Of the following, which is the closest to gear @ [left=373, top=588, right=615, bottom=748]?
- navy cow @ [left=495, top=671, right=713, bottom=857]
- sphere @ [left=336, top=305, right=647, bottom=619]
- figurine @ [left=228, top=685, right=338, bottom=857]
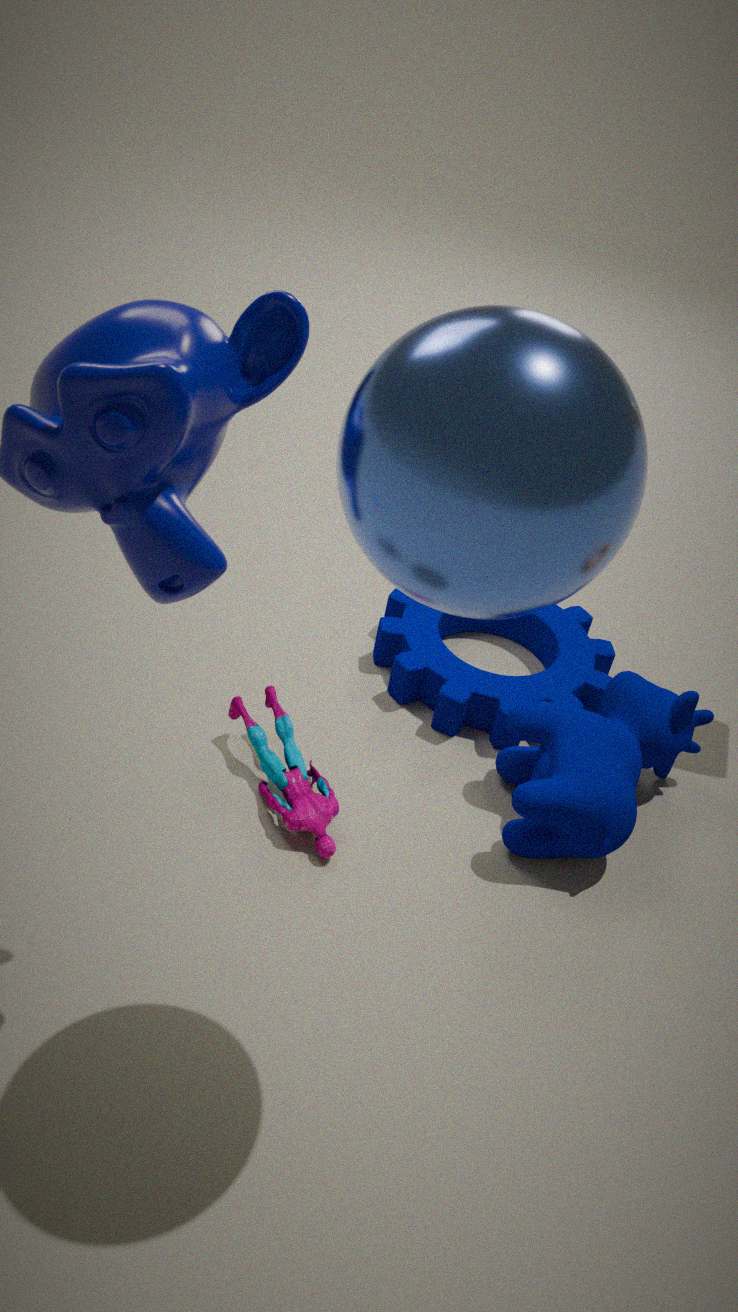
navy cow @ [left=495, top=671, right=713, bottom=857]
